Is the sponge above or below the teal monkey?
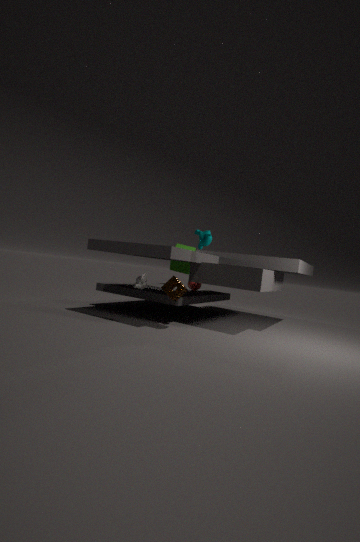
below
